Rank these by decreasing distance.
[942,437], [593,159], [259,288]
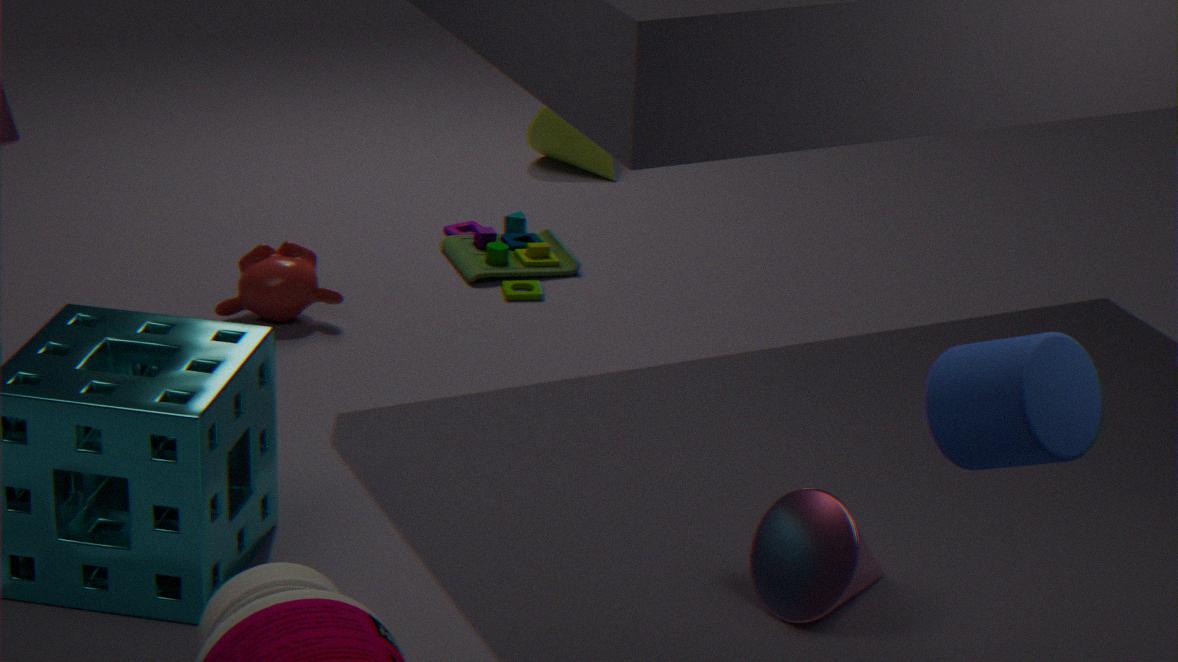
1. [593,159]
2. [259,288]
3. [942,437]
